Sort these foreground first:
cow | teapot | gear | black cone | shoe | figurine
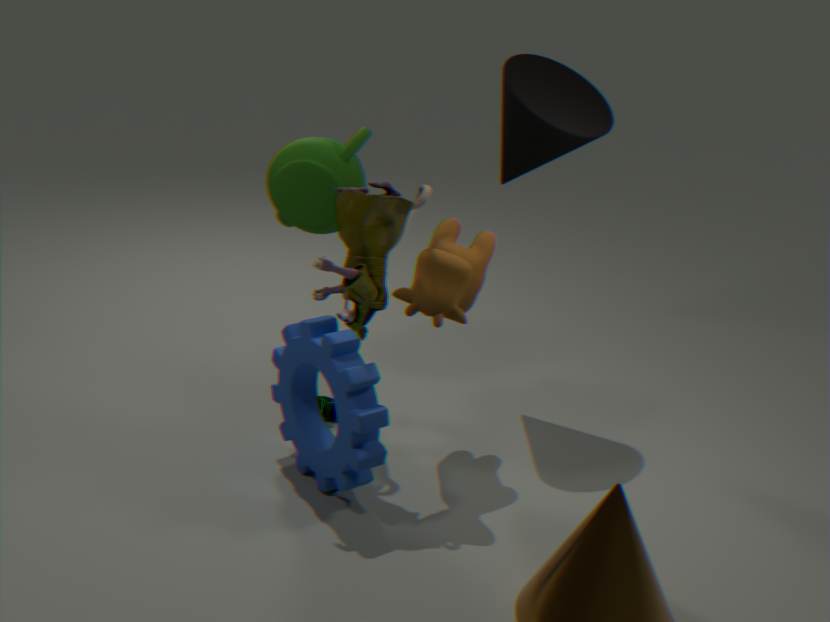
gear, figurine, cow, teapot, black cone, shoe
